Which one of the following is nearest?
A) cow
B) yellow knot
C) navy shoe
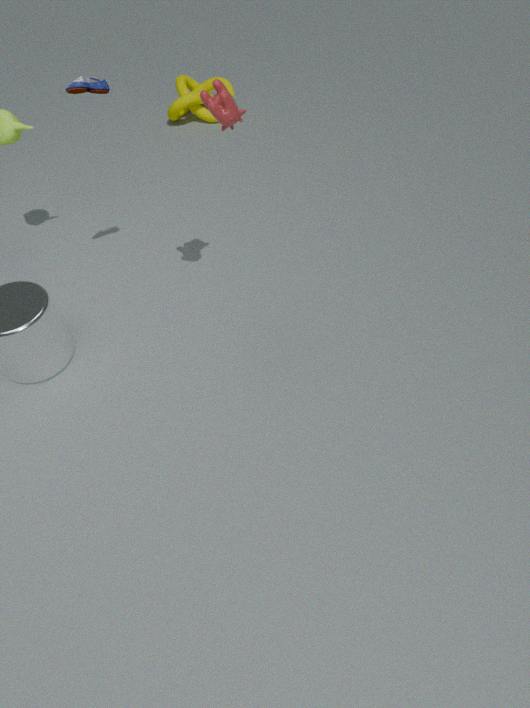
cow
